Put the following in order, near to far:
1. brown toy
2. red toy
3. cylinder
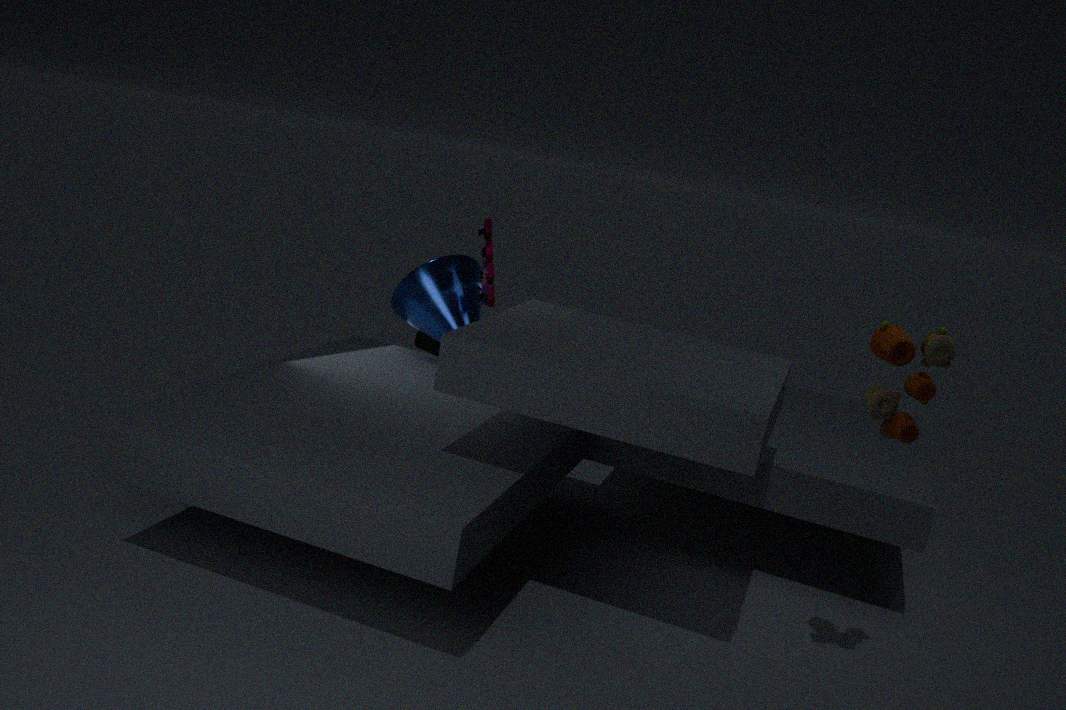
brown toy < red toy < cylinder
